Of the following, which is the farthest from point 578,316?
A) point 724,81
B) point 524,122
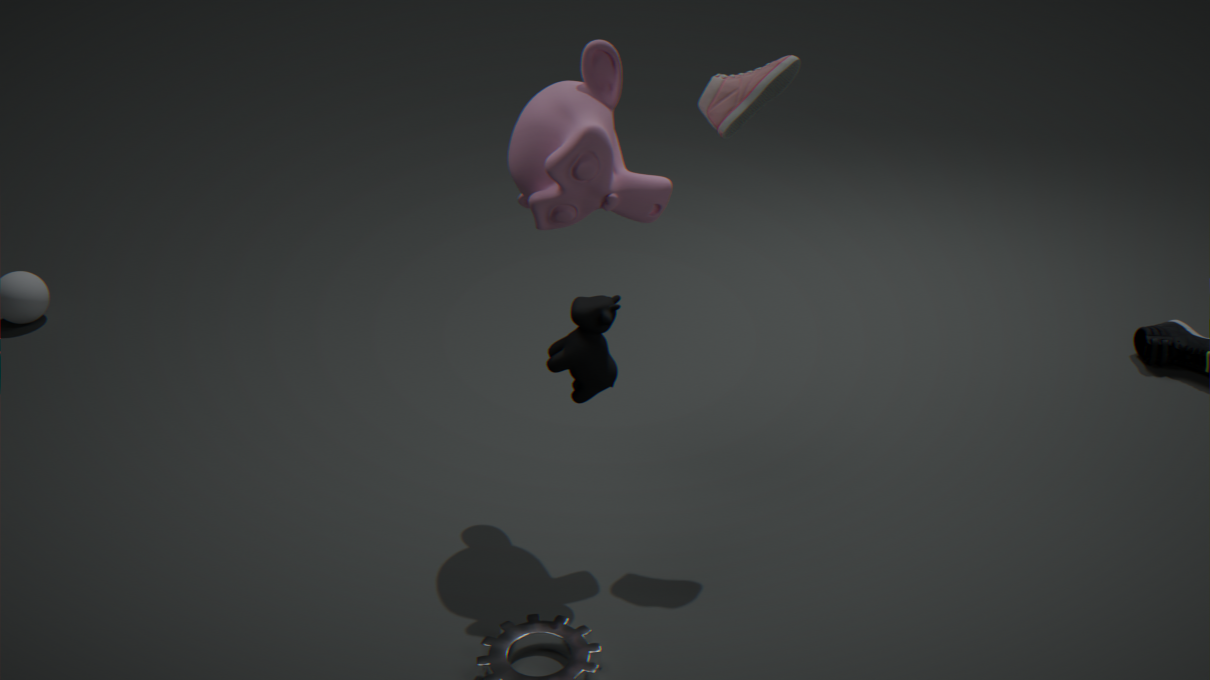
point 724,81
